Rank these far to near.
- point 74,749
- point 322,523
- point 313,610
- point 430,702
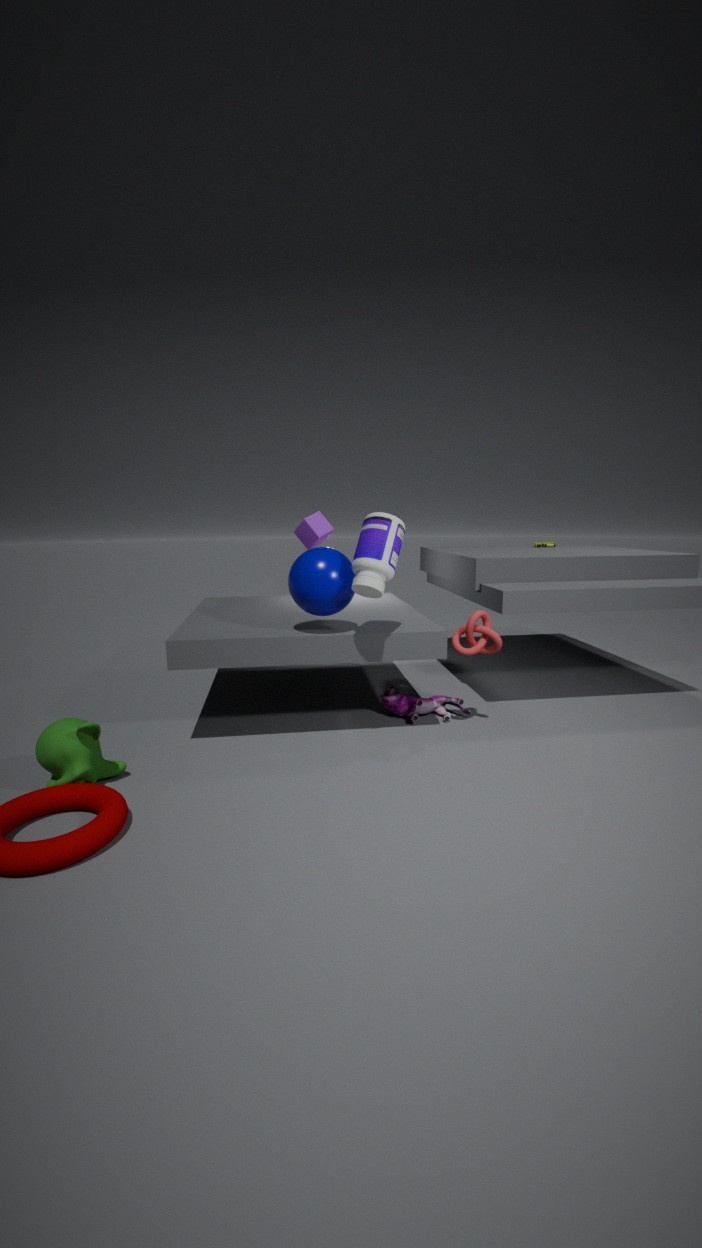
point 322,523 → point 430,702 → point 313,610 → point 74,749
